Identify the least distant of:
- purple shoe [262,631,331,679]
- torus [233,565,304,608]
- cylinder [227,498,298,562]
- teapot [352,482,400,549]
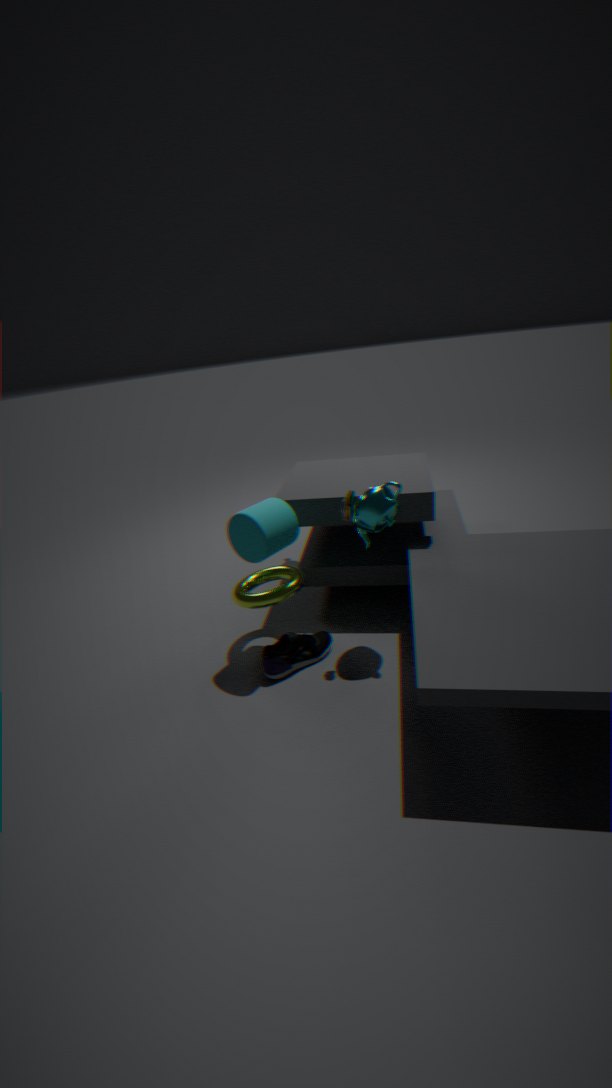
teapot [352,482,400,549]
